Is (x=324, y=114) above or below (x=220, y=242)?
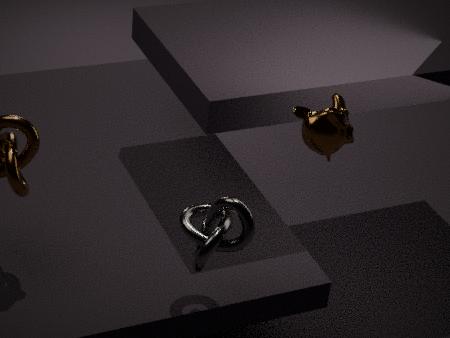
above
